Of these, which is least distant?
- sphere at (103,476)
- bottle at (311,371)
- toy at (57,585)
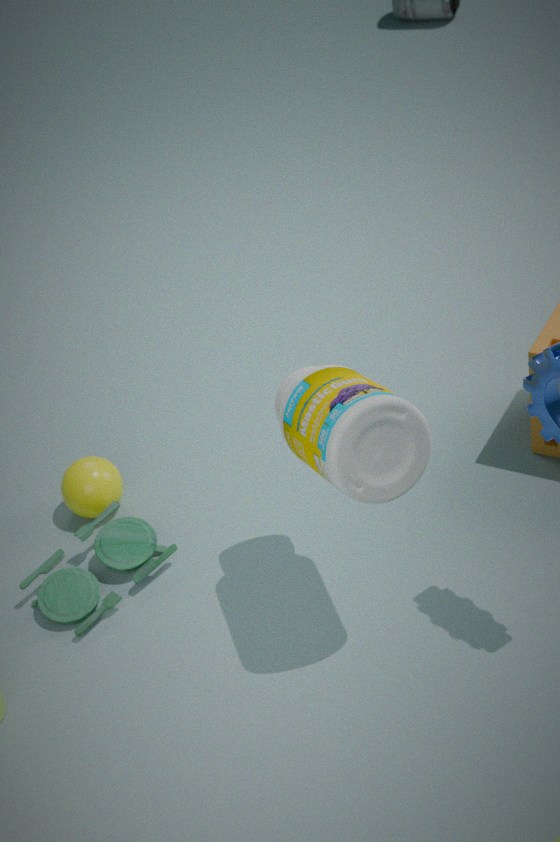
bottle at (311,371)
